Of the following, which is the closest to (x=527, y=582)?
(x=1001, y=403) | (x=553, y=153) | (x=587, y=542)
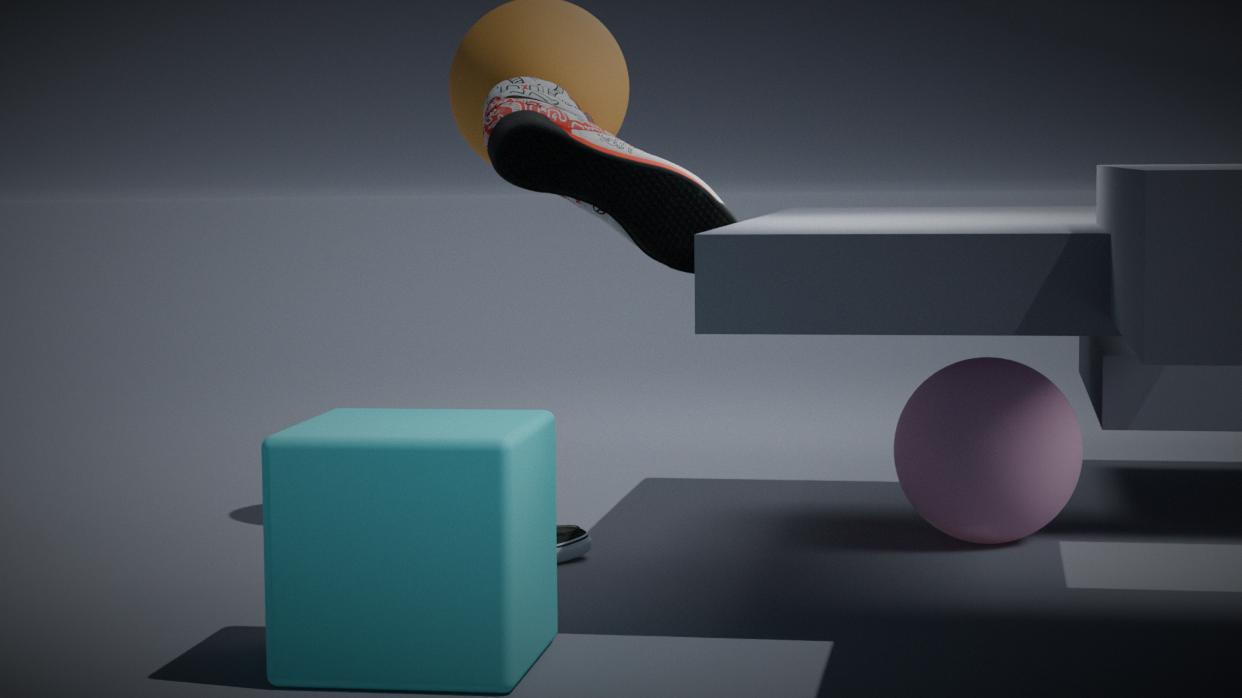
(x=587, y=542)
